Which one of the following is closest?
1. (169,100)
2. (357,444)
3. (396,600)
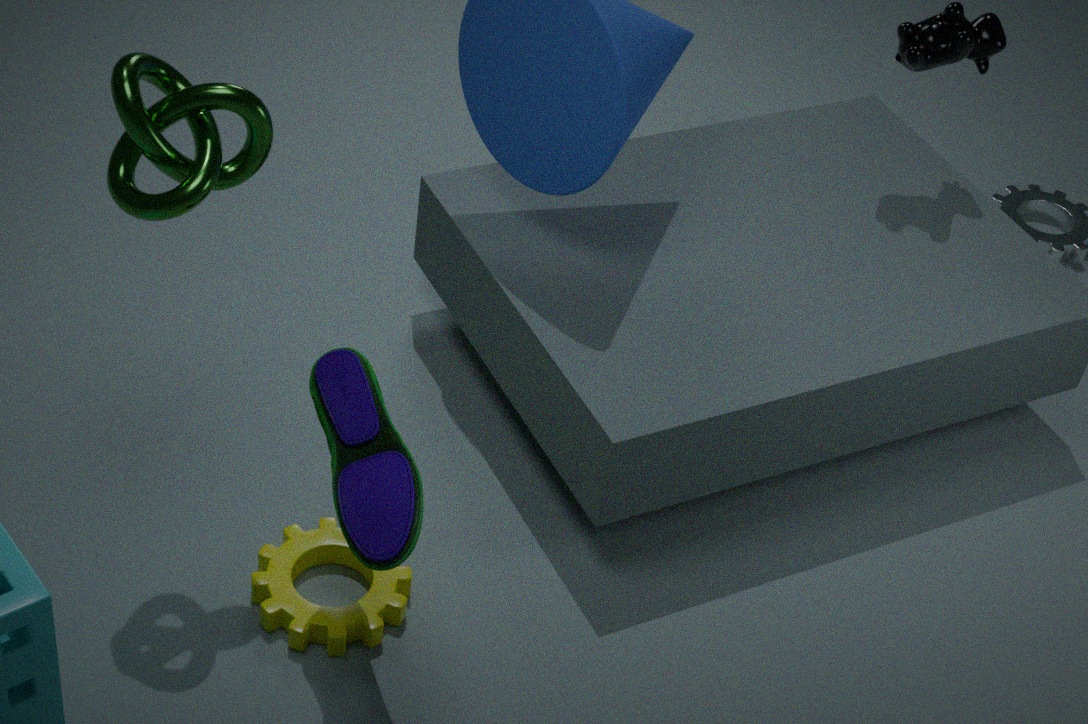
(169,100)
